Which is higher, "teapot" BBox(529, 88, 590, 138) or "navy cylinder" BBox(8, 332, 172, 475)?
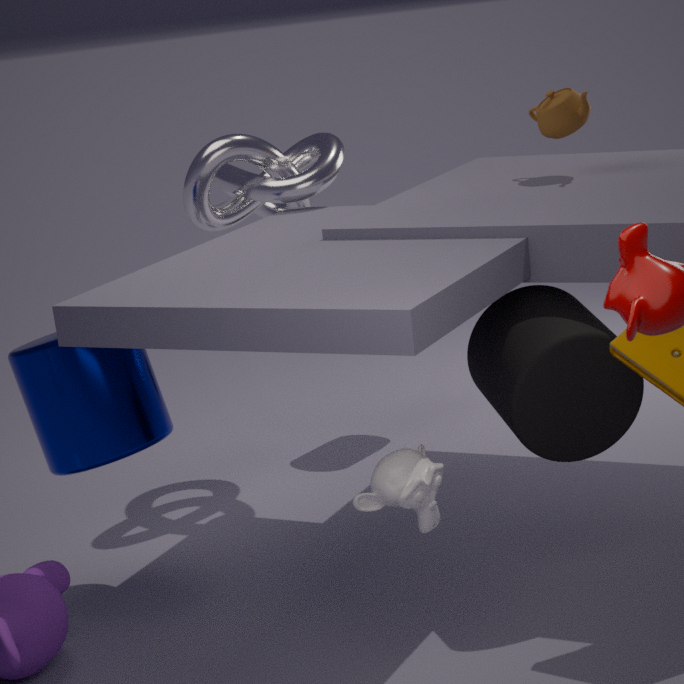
"teapot" BBox(529, 88, 590, 138)
